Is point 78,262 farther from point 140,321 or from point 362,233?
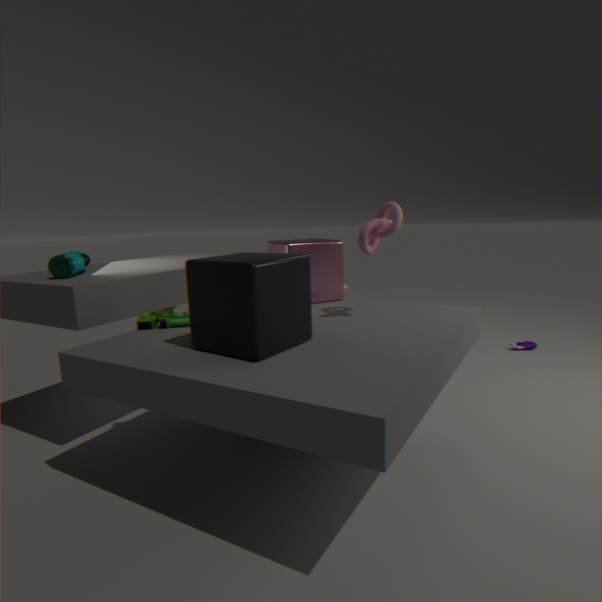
point 362,233
